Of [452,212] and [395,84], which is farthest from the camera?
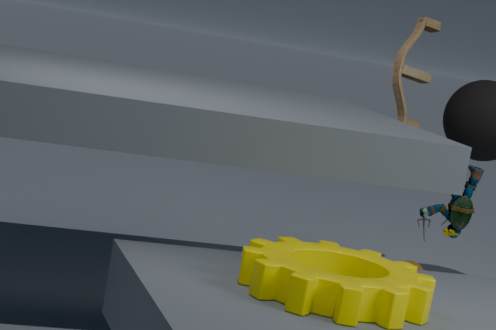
[395,84]
